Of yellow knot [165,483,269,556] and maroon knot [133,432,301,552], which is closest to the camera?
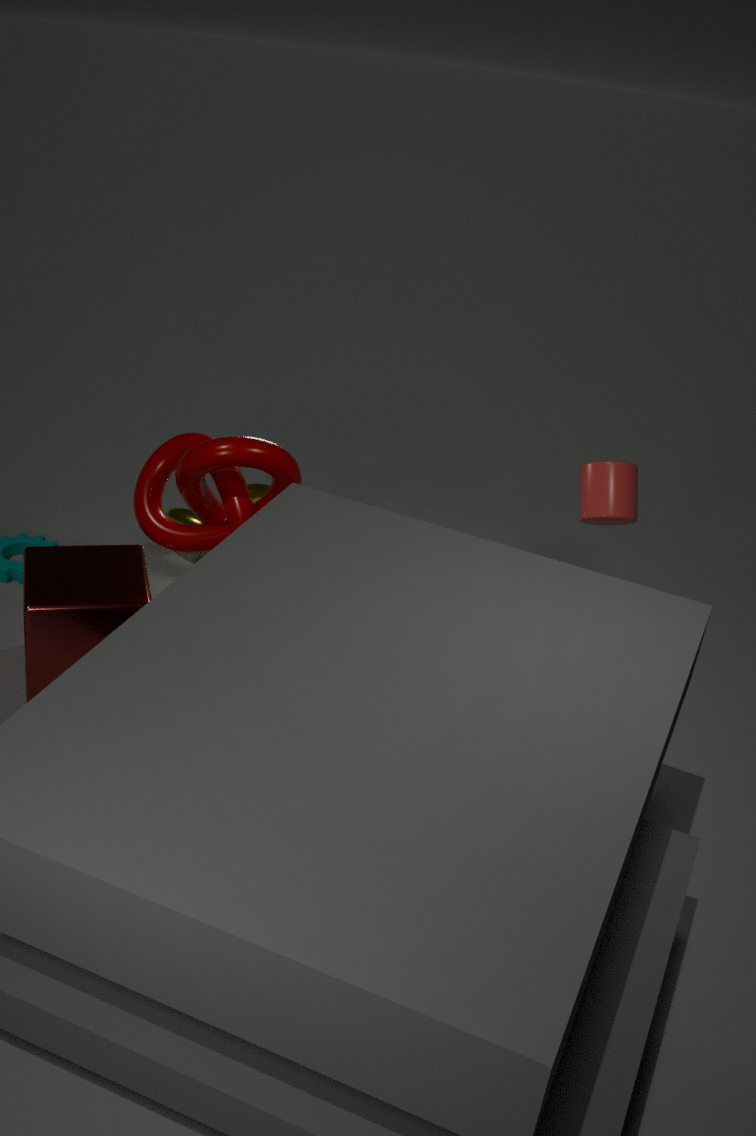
maroon knot [133,432,301,552]
